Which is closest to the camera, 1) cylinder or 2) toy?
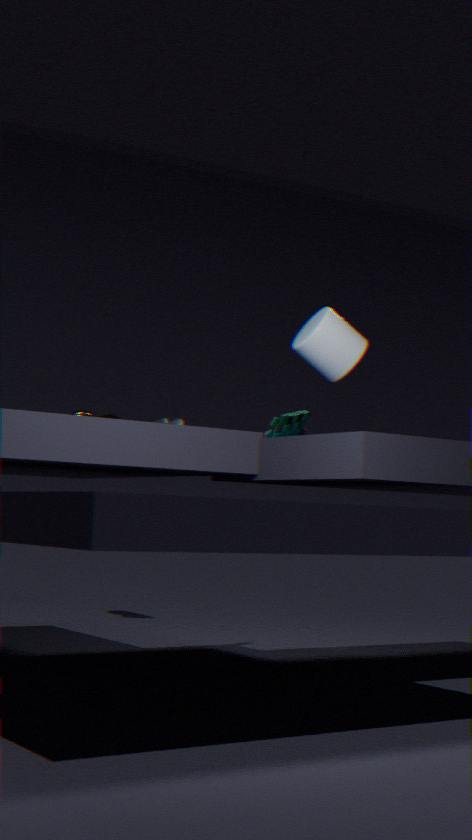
1. cylinder
